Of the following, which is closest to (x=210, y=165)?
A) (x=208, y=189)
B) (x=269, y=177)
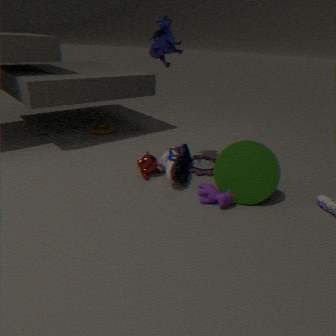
(x=269, y=177)
